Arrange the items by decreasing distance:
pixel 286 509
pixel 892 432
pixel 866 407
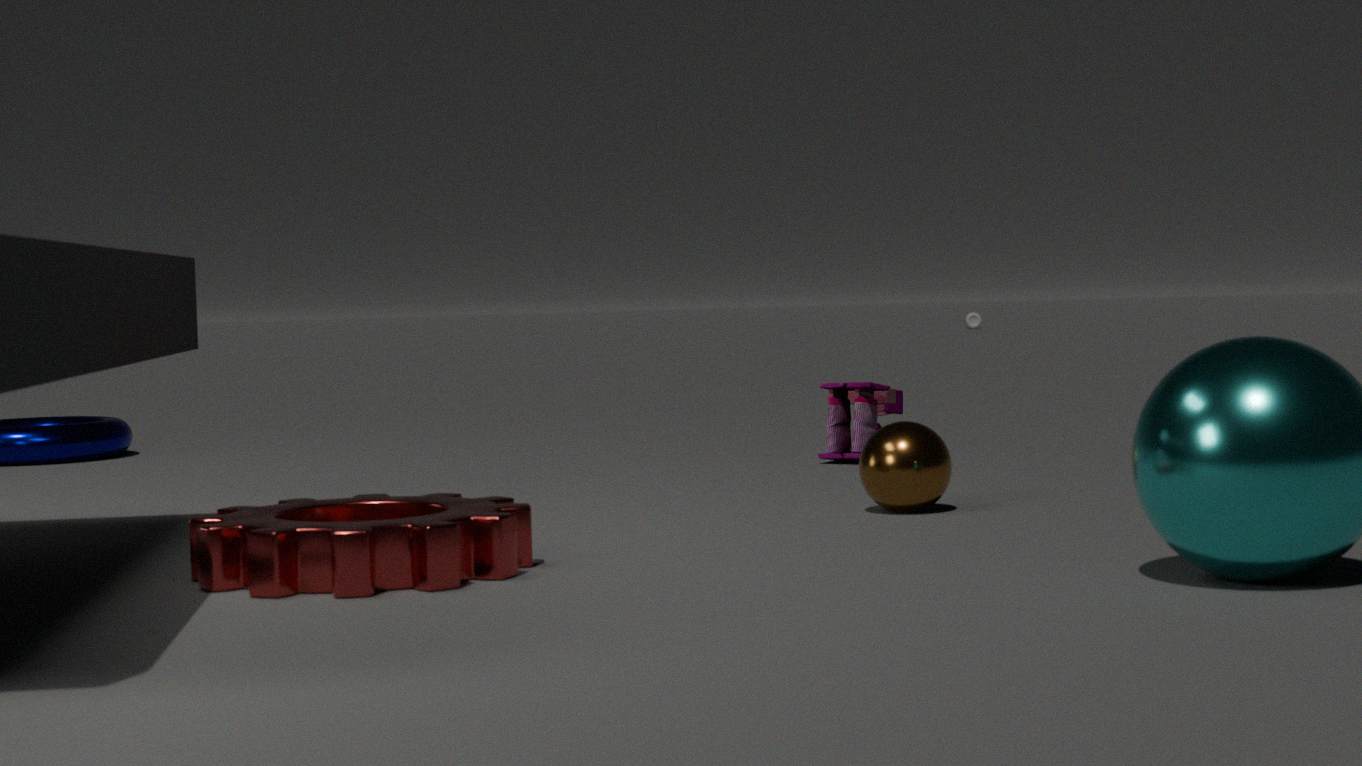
pixel 866 407 < pixel 892 432 < pixel 286 509
